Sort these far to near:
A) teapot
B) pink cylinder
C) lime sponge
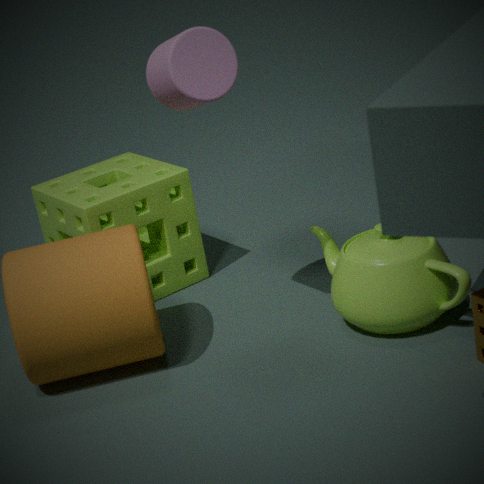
lime sponge < teapot < pink cylinder
